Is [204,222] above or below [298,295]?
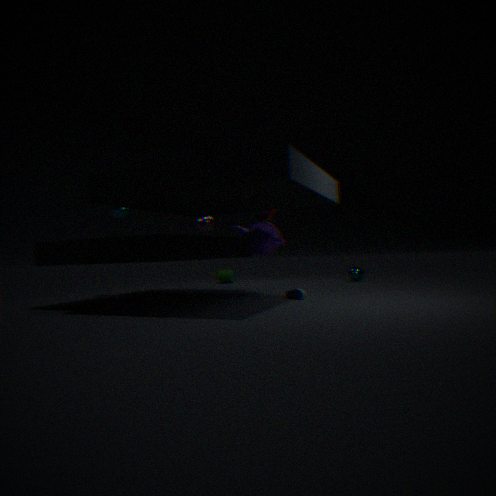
above
